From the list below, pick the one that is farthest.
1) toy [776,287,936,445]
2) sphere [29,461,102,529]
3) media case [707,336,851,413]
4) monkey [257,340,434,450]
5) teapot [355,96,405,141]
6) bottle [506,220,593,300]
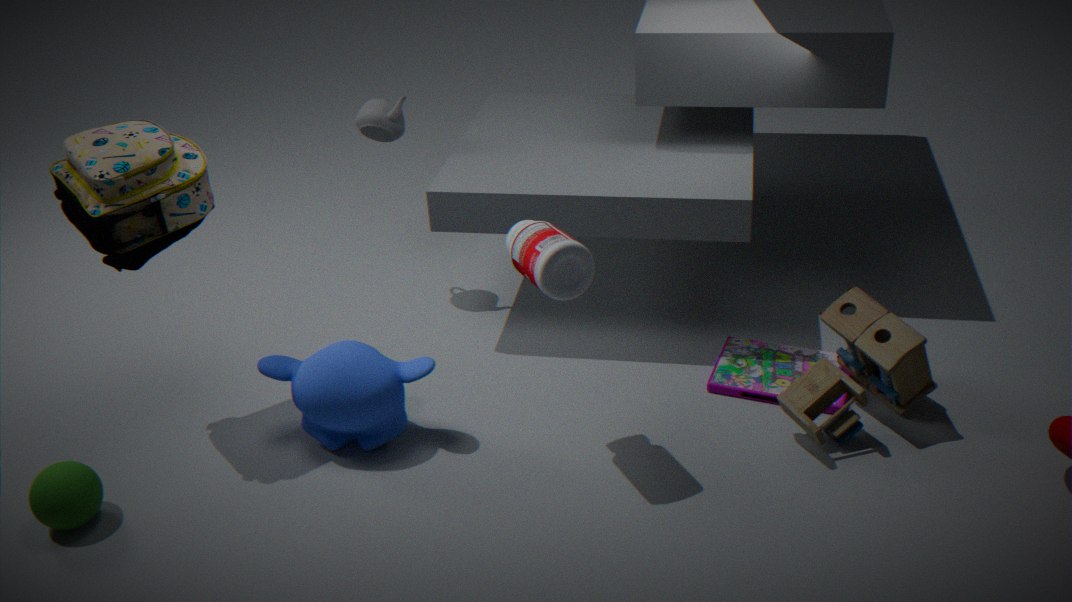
5. teapot [355,96,405,141]
